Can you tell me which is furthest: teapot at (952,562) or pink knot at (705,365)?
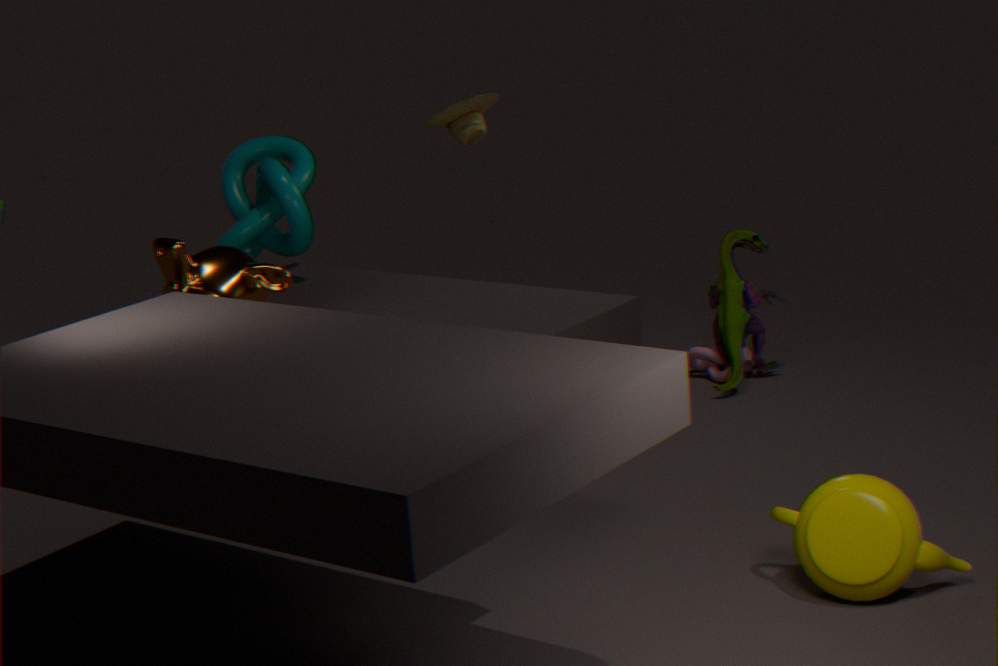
pink knot at (705,365)
